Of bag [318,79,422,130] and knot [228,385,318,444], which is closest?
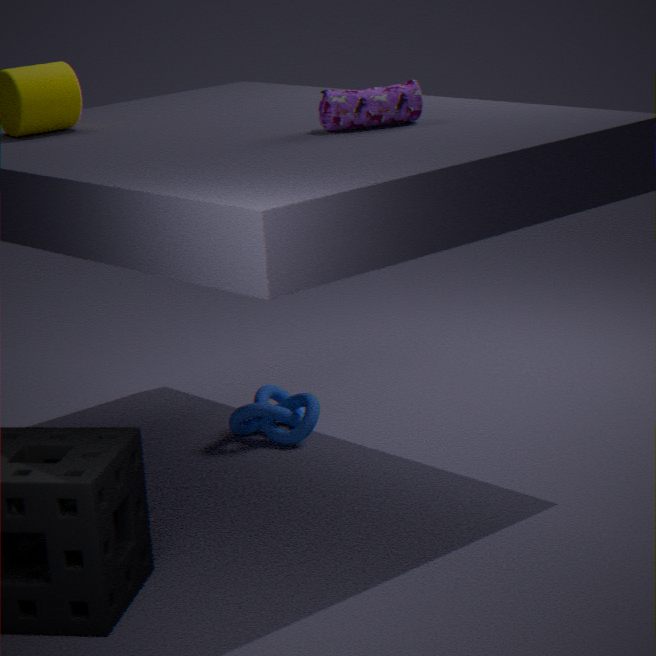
bag [318,79,422,130]
